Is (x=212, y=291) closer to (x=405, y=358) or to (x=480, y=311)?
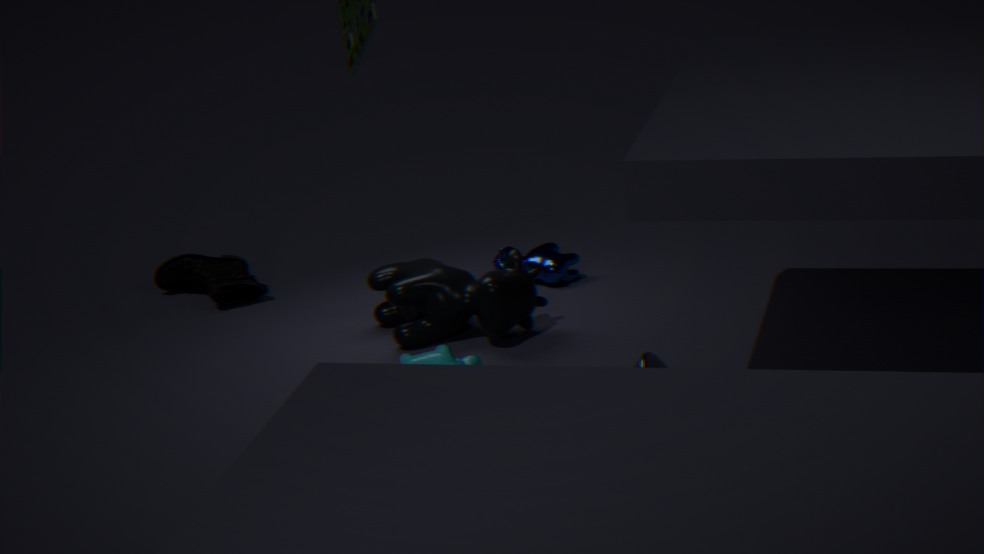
(x=480, y=311)
